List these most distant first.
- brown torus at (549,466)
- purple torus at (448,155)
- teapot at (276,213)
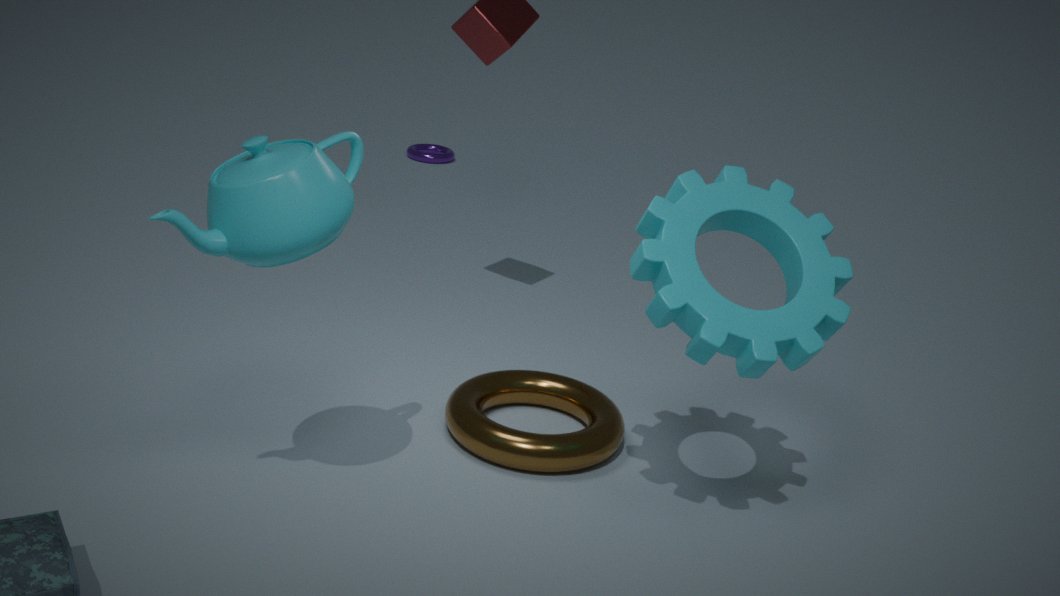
purple torus at (448,155) < brown torus at (549,466) < teapot at (276,213)
